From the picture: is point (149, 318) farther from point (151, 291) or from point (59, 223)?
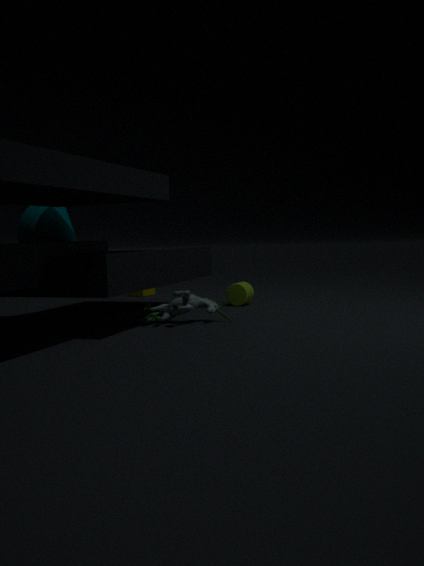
point (151, 291)
